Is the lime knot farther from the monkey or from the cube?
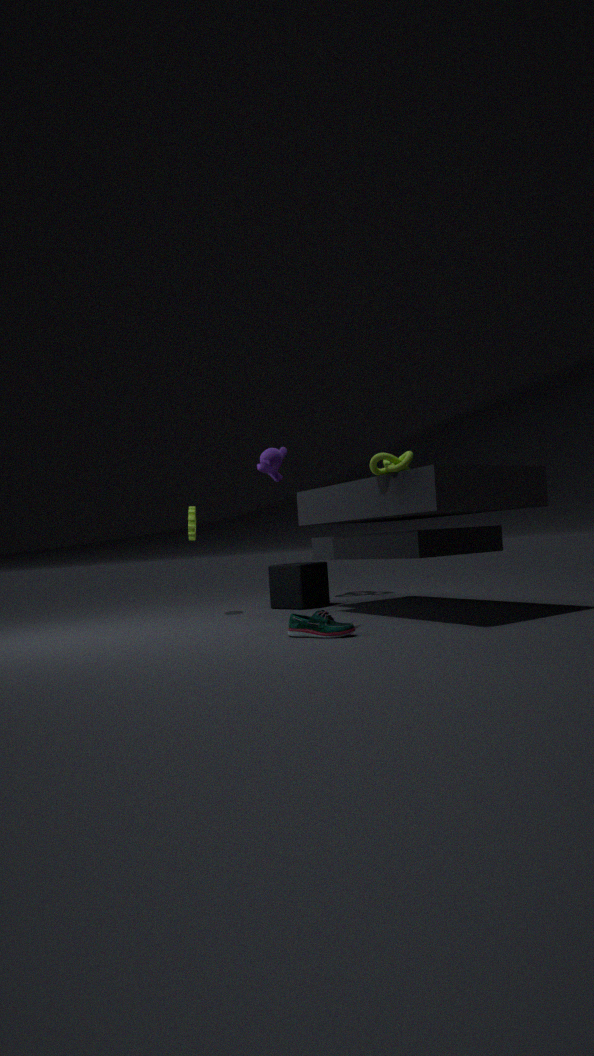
the cube
